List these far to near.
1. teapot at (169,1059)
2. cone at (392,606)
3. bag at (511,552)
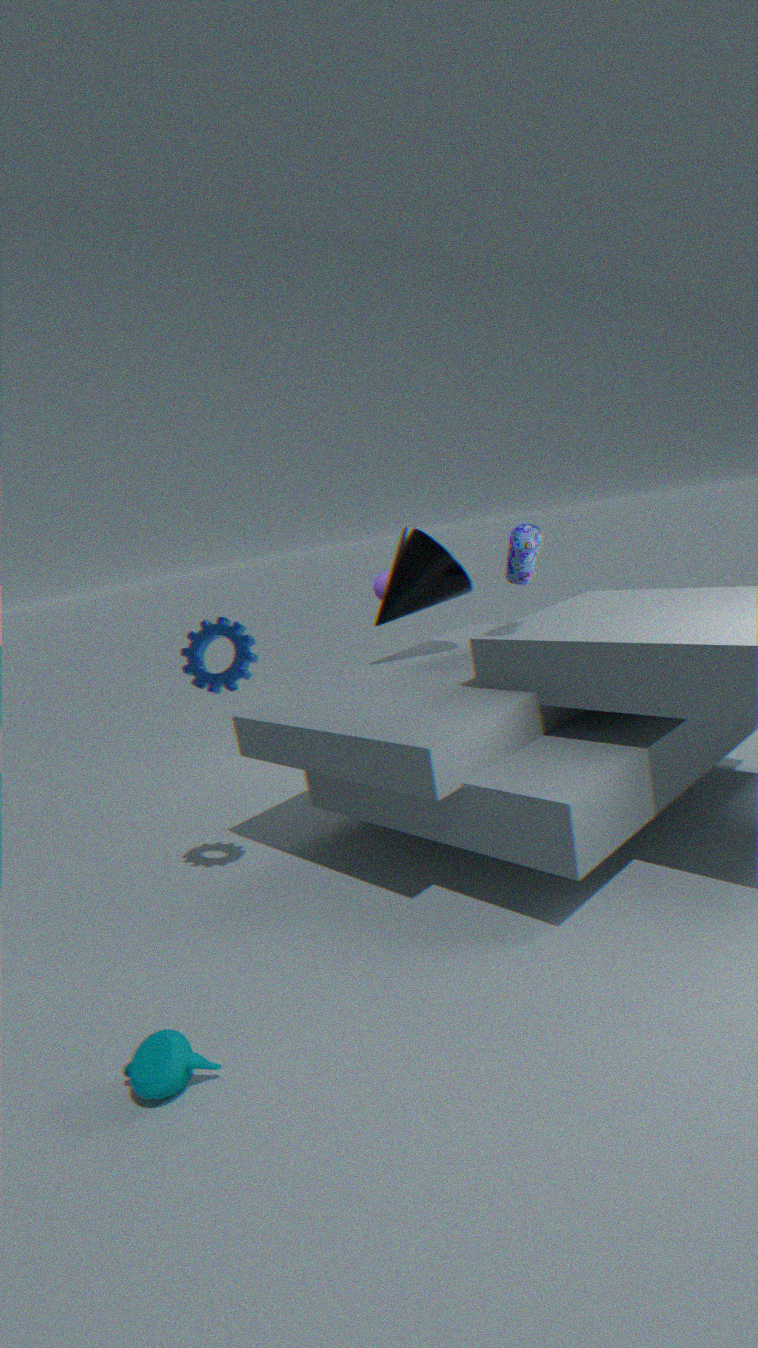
cone at (392,606), bag at (511,552), teapot at (169,1059)
